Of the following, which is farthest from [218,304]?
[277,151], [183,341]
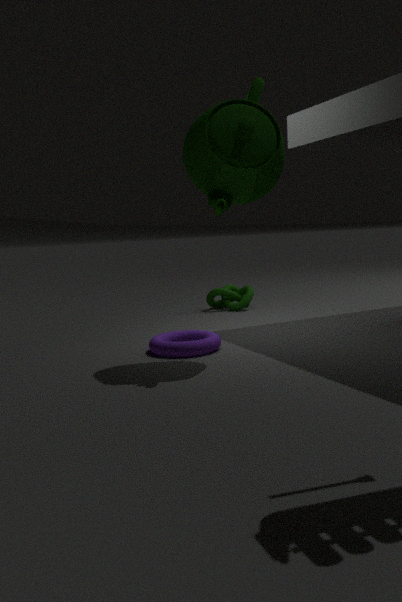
[277,151]
